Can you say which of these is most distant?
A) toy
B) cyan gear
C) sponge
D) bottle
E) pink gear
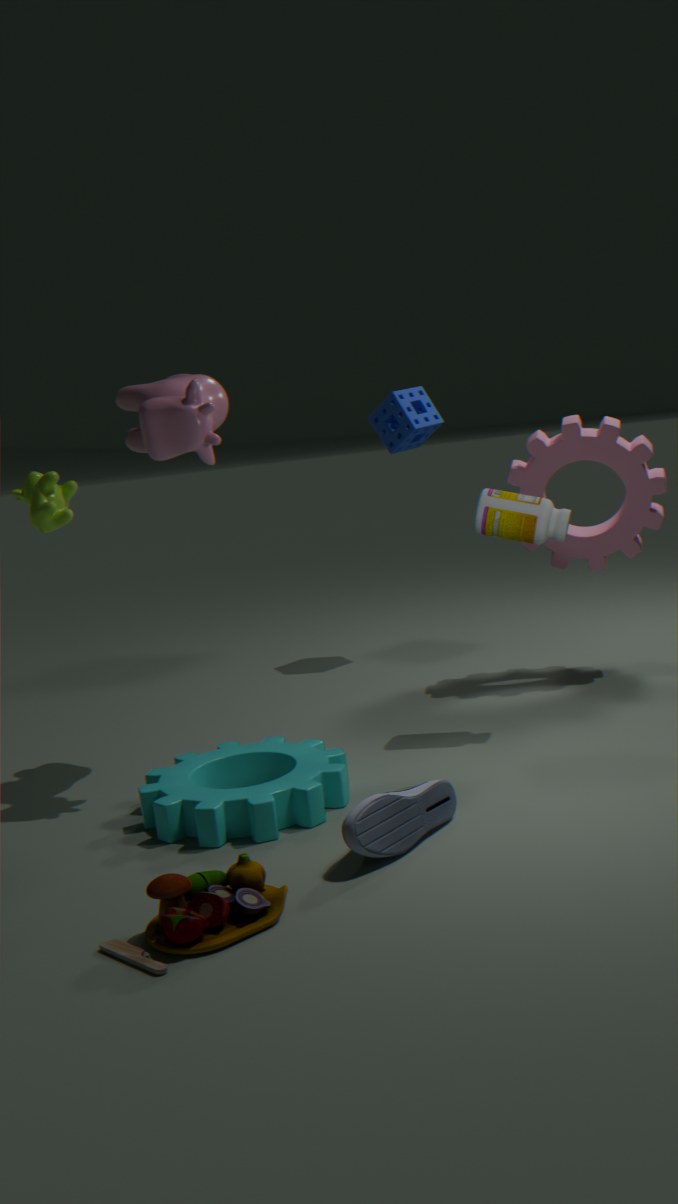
sponge
